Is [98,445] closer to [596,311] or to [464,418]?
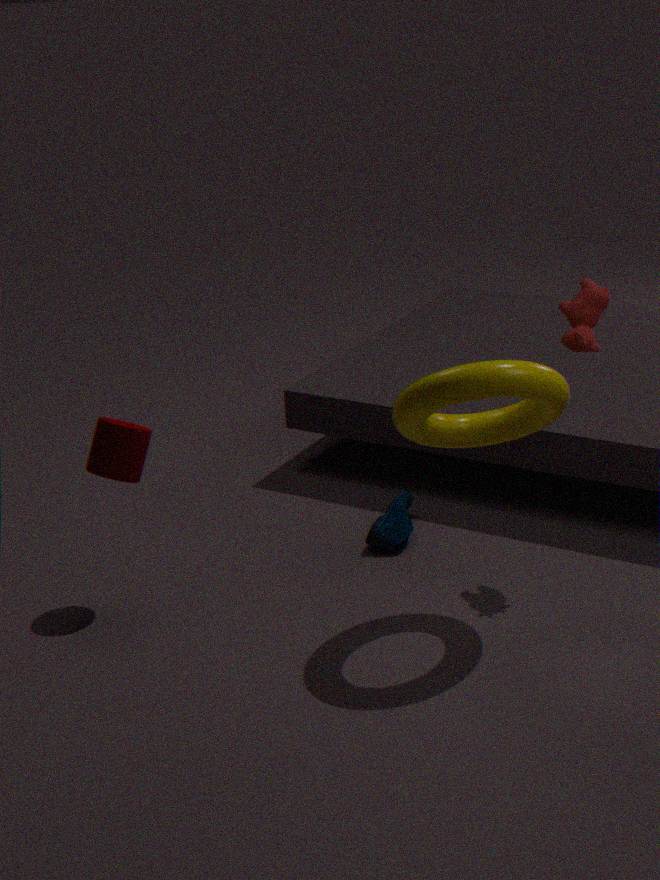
[464,418]
